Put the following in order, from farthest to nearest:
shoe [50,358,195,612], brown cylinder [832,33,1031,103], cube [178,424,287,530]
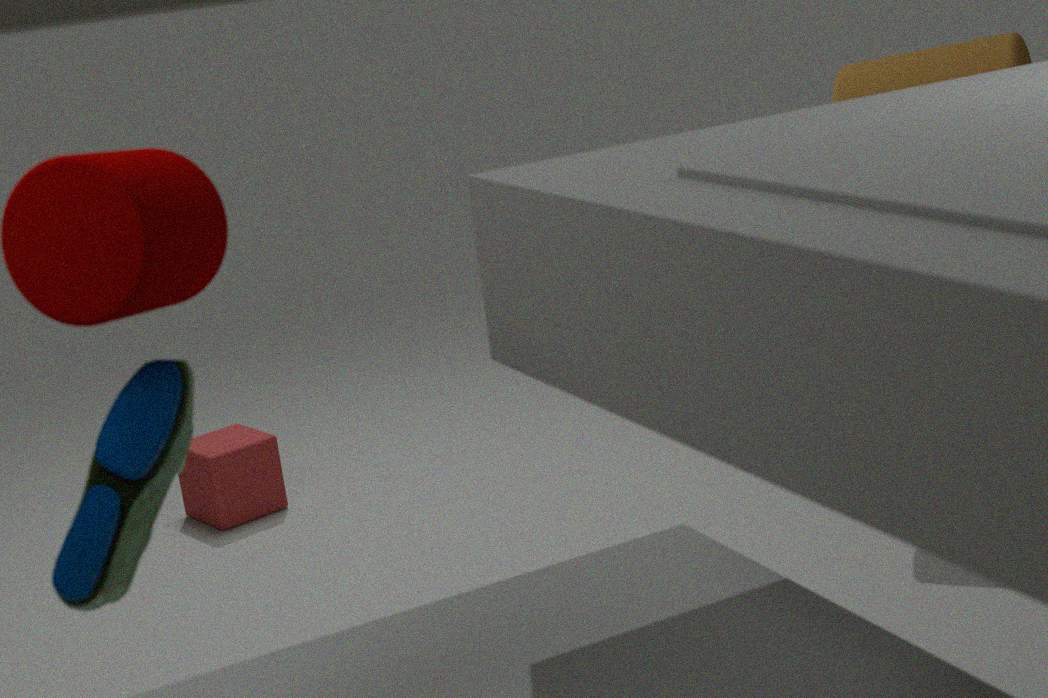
cube [178,424,287,530] < brown cylinder [832,33,1031,103] < shoe [50,358,195,612]
